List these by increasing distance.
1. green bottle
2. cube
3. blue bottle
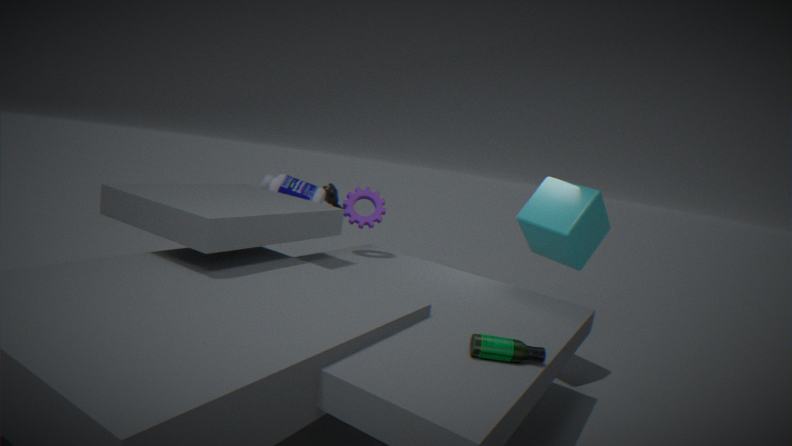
green bottle, cube, blue bottle
